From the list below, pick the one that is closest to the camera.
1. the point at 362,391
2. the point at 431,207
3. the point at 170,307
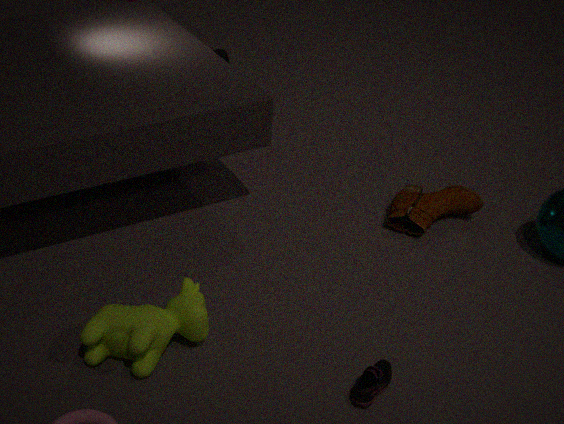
the point at 362,391
